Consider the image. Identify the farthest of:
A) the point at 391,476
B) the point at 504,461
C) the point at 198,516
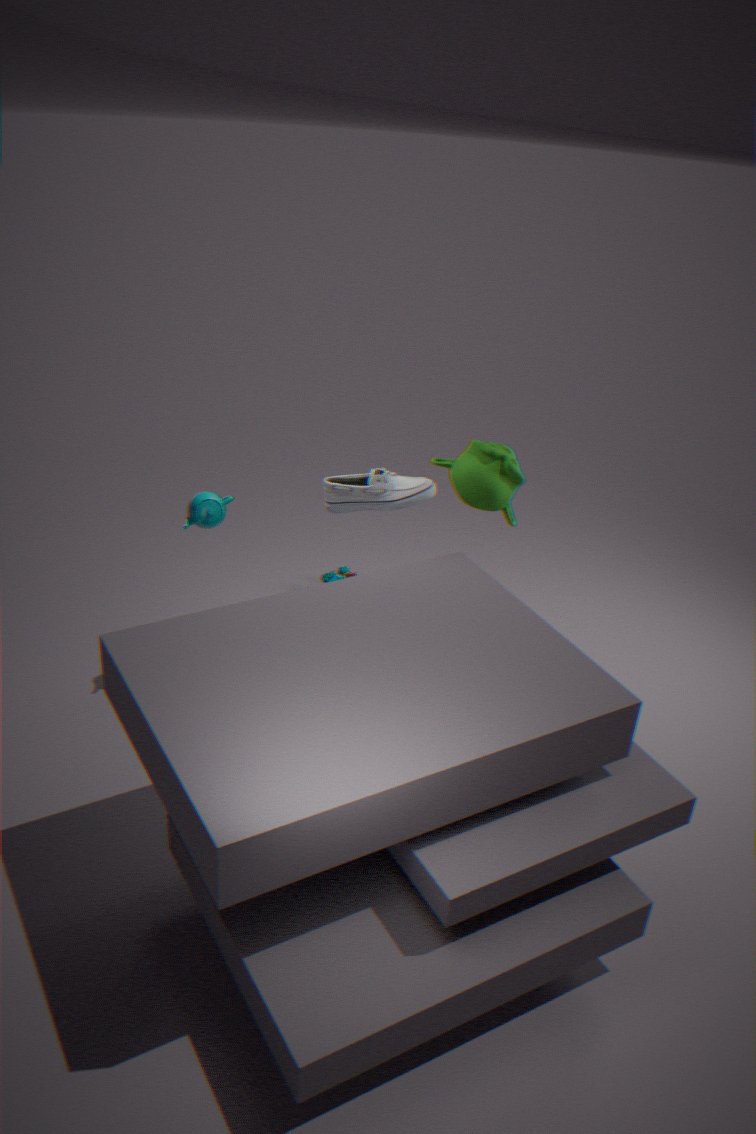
the point at 504,461
